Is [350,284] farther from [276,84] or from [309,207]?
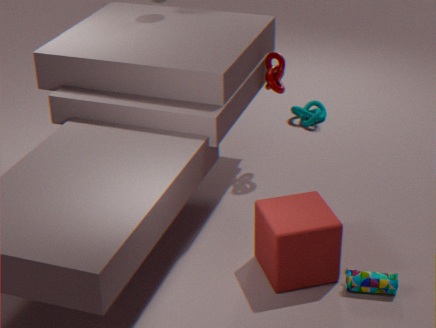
[276,84]
